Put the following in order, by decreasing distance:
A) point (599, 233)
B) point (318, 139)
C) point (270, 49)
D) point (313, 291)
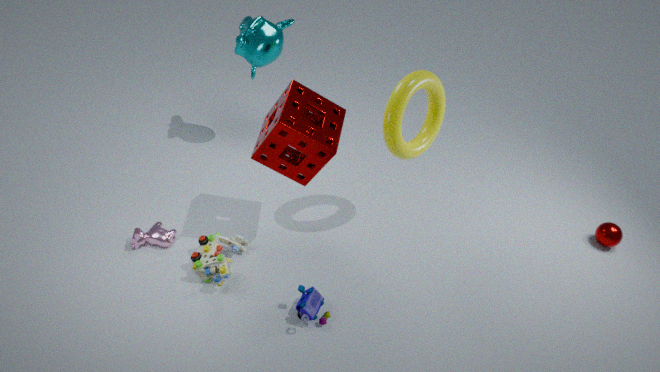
point (599, 233)
point (270, 49)
point (313, 291)
point (318, 139)
